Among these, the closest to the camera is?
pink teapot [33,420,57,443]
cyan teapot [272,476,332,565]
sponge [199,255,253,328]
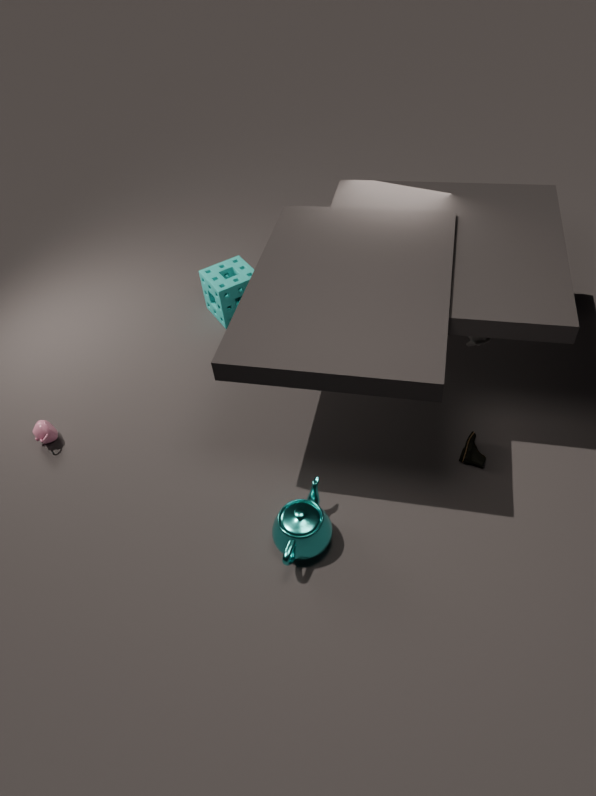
cyan teapot [272,476,332,565]
